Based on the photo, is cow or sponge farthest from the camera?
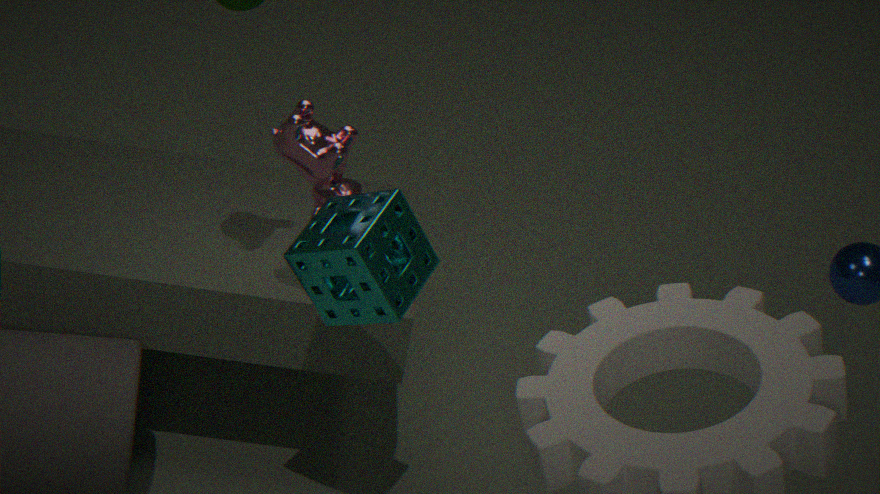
cow
